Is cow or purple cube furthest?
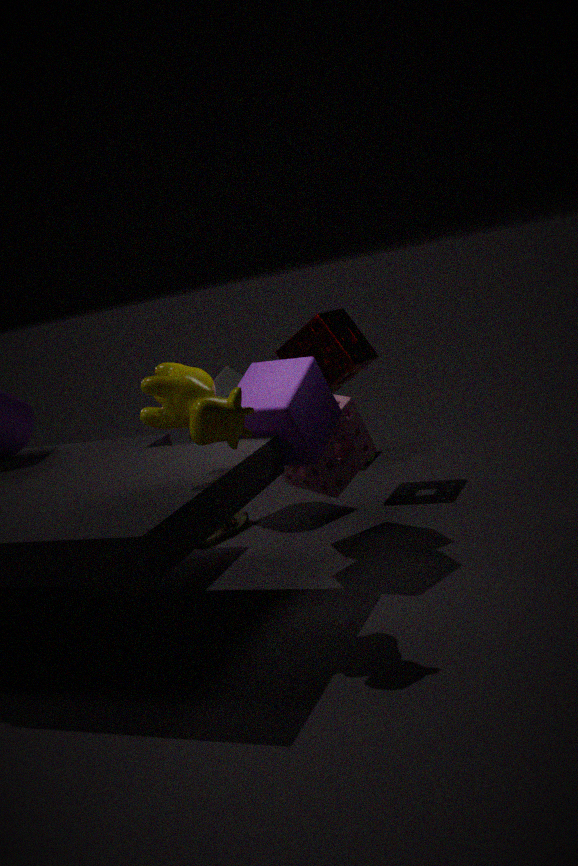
purple cube
